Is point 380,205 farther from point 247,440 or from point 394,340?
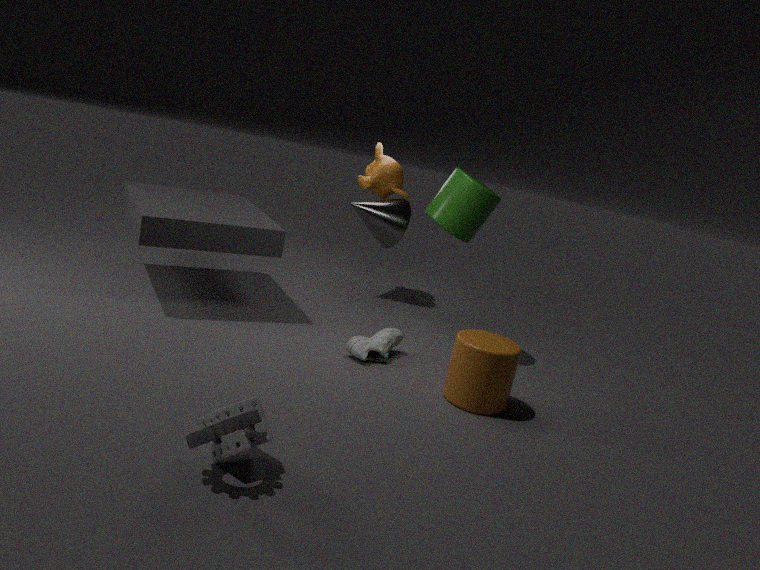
point 247,440
